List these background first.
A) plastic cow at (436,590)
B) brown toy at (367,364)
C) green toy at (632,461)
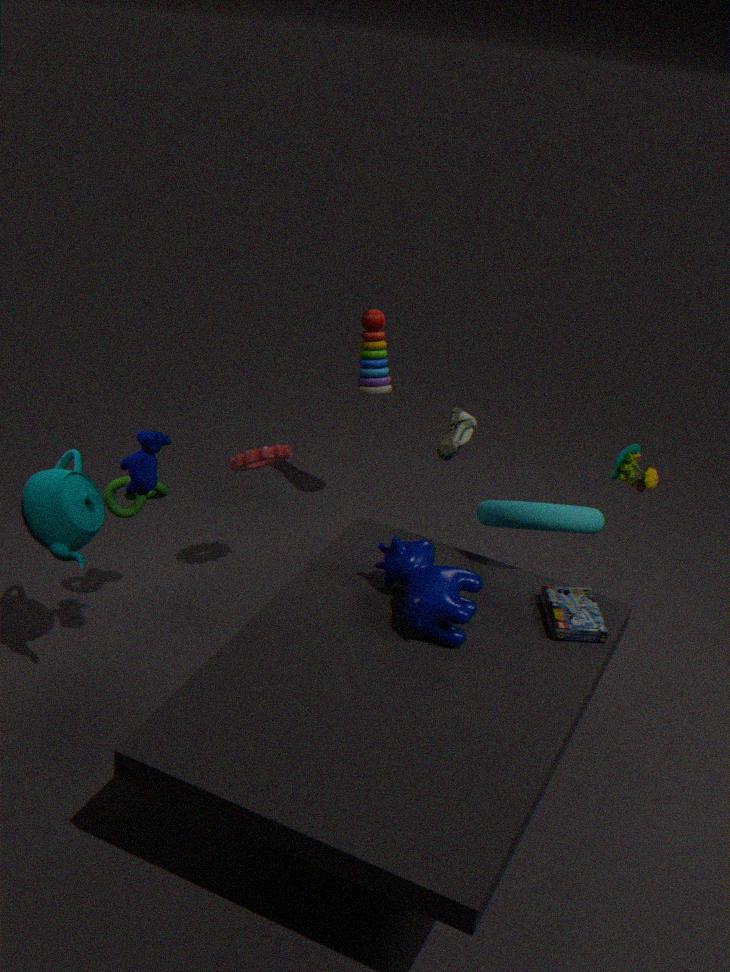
brown toy at (367,364) < green toy at (632,461) < plastic cow at (436,590)
